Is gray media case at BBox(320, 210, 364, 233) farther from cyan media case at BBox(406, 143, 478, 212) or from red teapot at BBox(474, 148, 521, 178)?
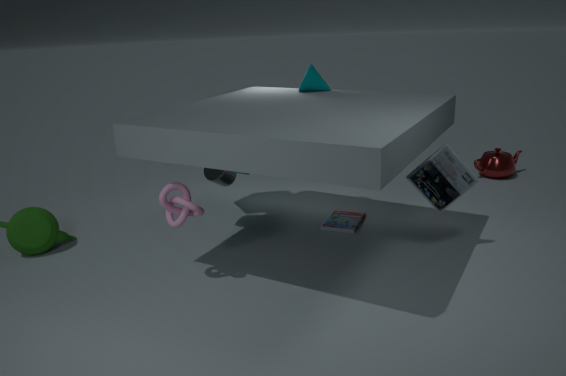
red teapot at BBox(474, 148, 521, 178)
